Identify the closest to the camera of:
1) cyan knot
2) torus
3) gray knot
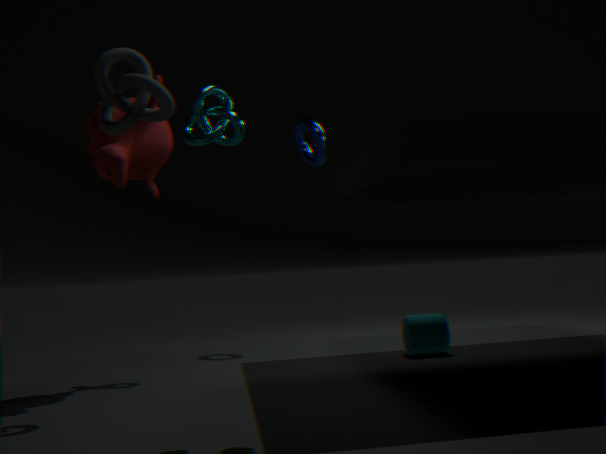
3. gray knot
